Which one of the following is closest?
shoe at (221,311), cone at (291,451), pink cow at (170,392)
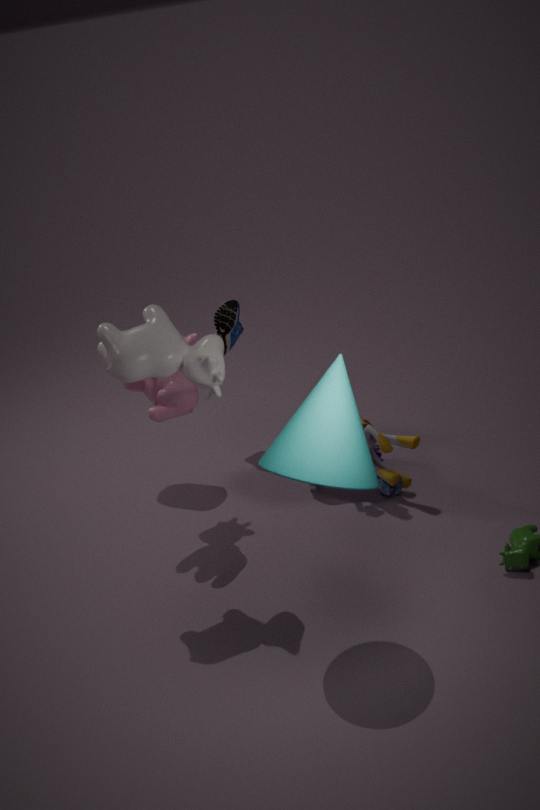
cone at (291,451)
